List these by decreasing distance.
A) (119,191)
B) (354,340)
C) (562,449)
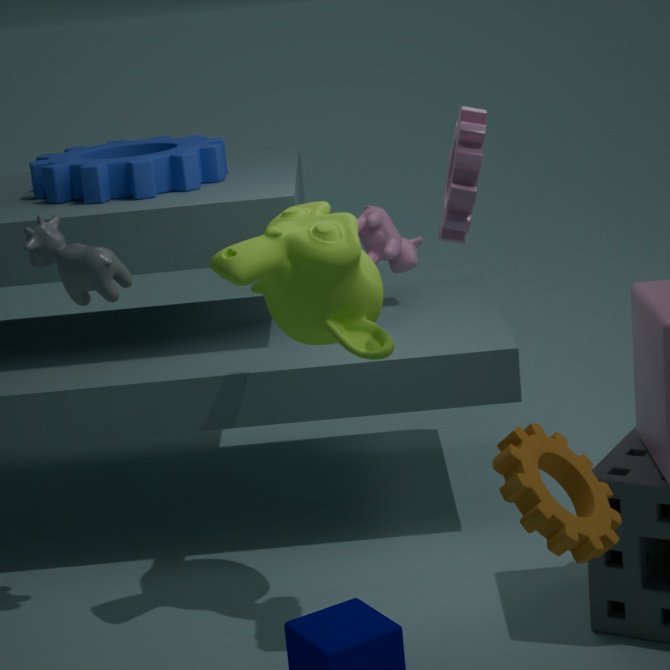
(119,191)
(354,340)
(562,449)
